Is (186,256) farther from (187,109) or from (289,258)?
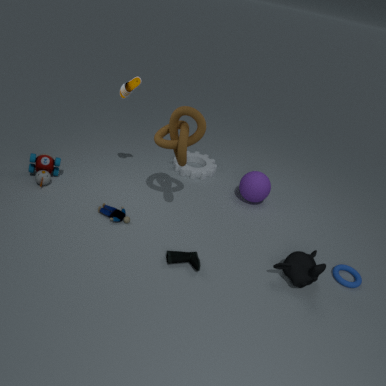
(187,109)
